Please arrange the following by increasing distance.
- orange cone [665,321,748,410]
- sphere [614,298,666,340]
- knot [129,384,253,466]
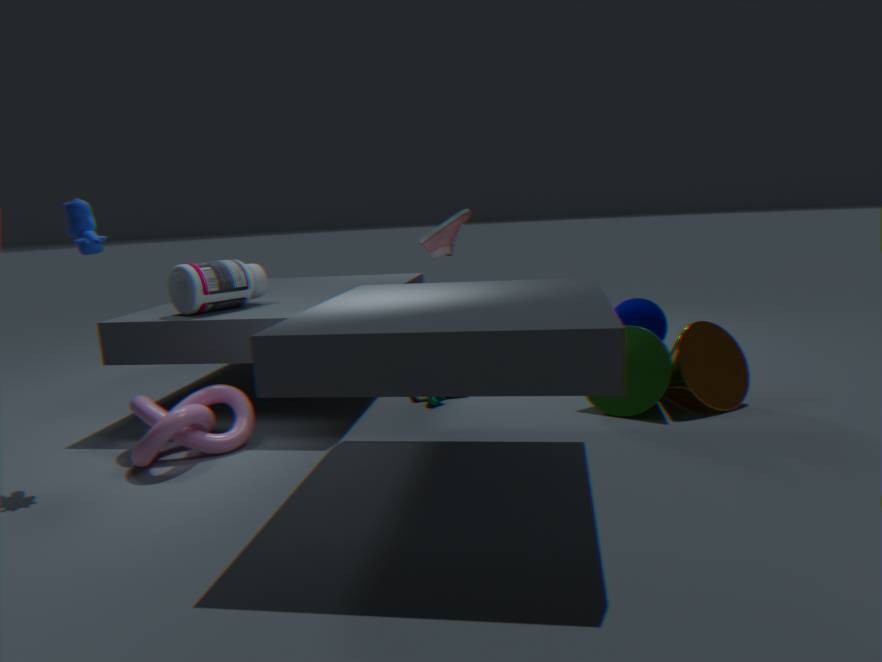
knot [129,384,253,466], orange cone [665,321,748,410], sphere [614,298,666,340]
